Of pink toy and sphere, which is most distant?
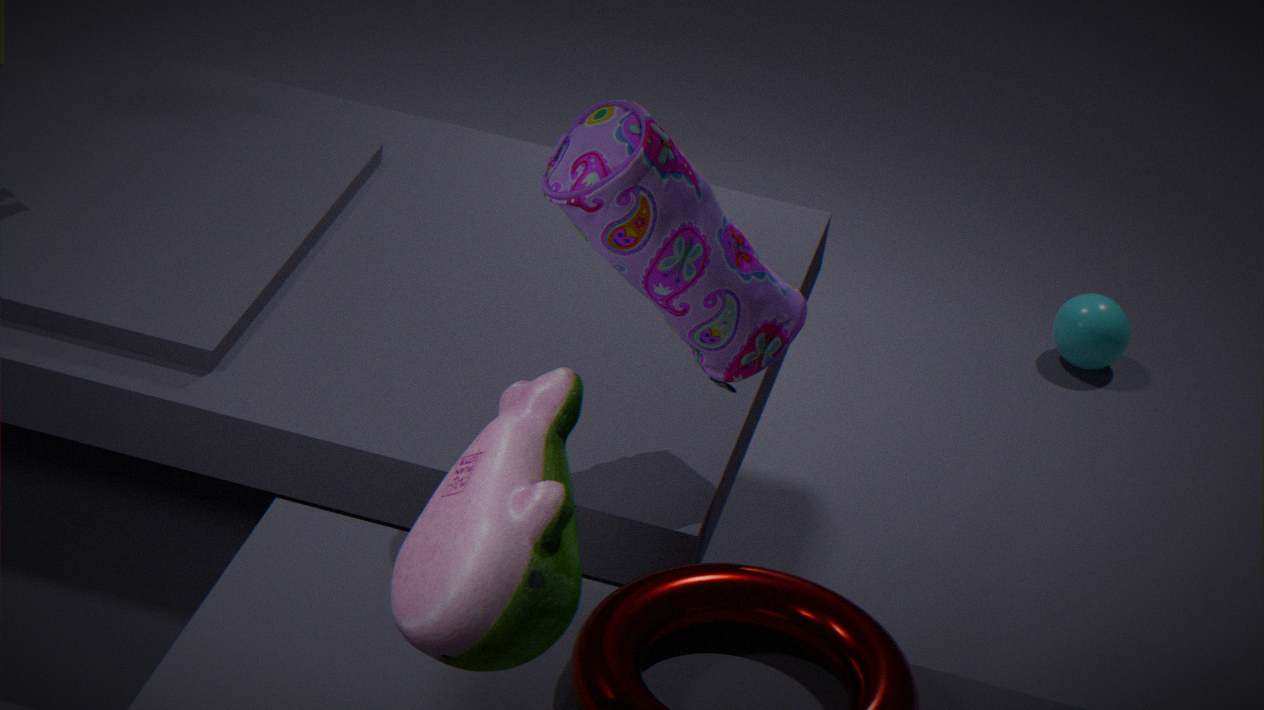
sphere
